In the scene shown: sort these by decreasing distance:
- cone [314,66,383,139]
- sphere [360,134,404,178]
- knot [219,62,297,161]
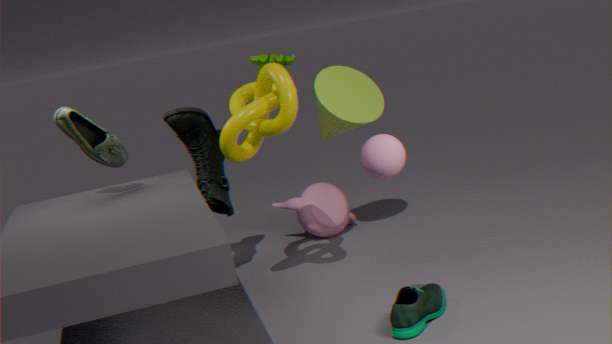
cone [314,66,383,139]
knot [219,62,297,161]
sphere [360,134,404,178]
